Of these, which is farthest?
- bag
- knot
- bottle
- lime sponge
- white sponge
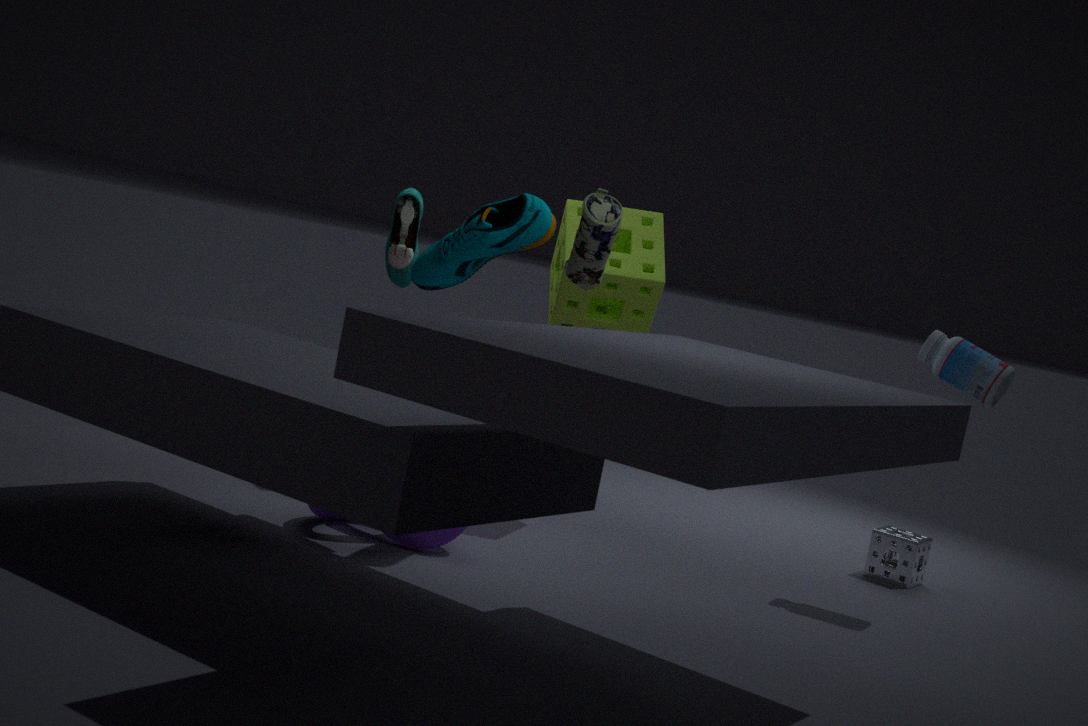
white sponge
